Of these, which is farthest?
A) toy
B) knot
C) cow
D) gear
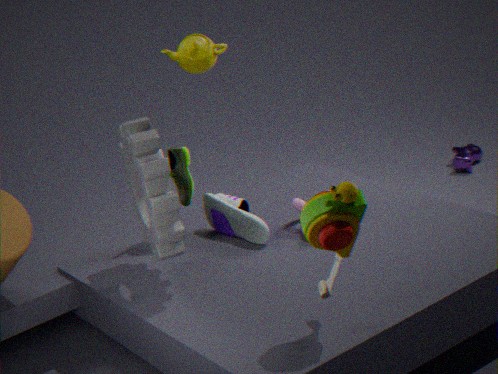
cow
